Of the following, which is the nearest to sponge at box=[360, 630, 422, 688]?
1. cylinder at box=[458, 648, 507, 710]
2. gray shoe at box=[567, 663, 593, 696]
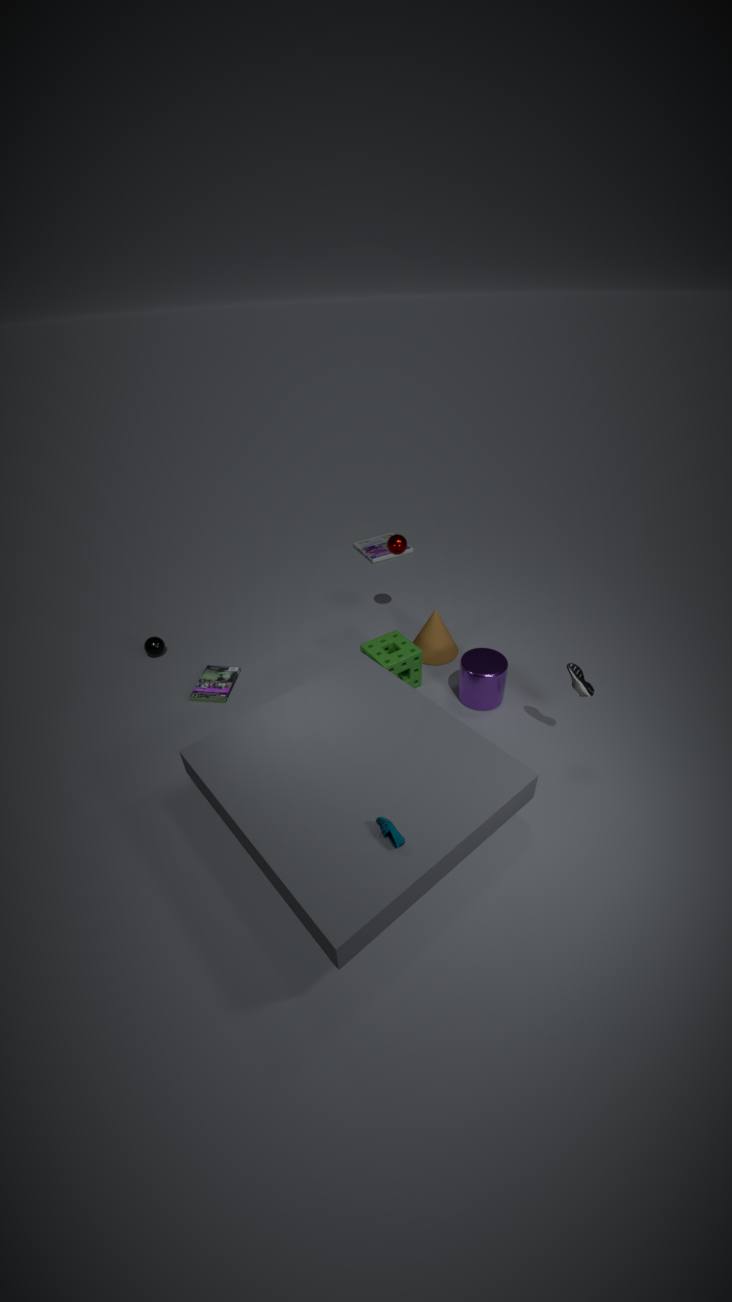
cylinder at box=[458, 648, 507, 710]
